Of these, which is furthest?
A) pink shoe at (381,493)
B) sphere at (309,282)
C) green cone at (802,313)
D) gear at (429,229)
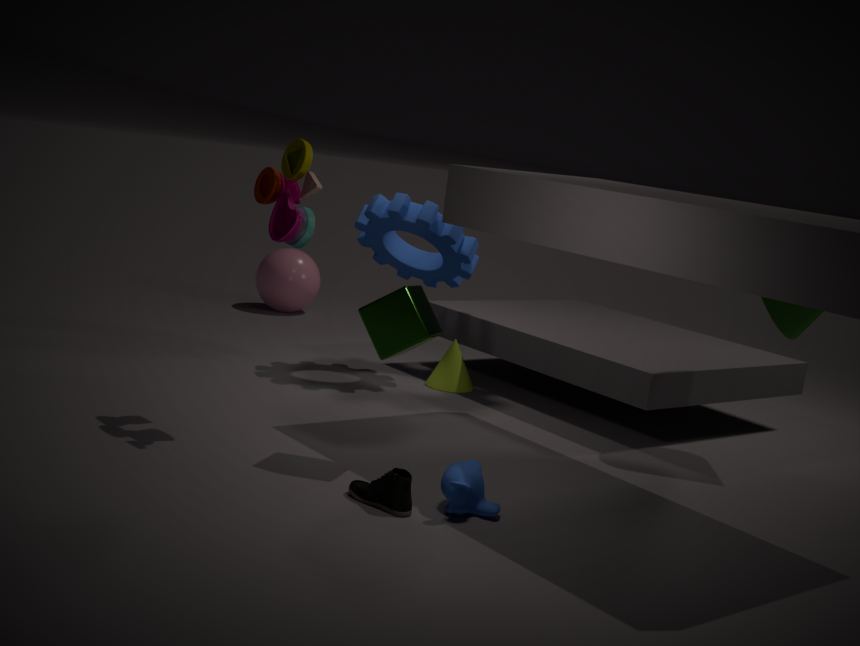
sphere at (309,282)
